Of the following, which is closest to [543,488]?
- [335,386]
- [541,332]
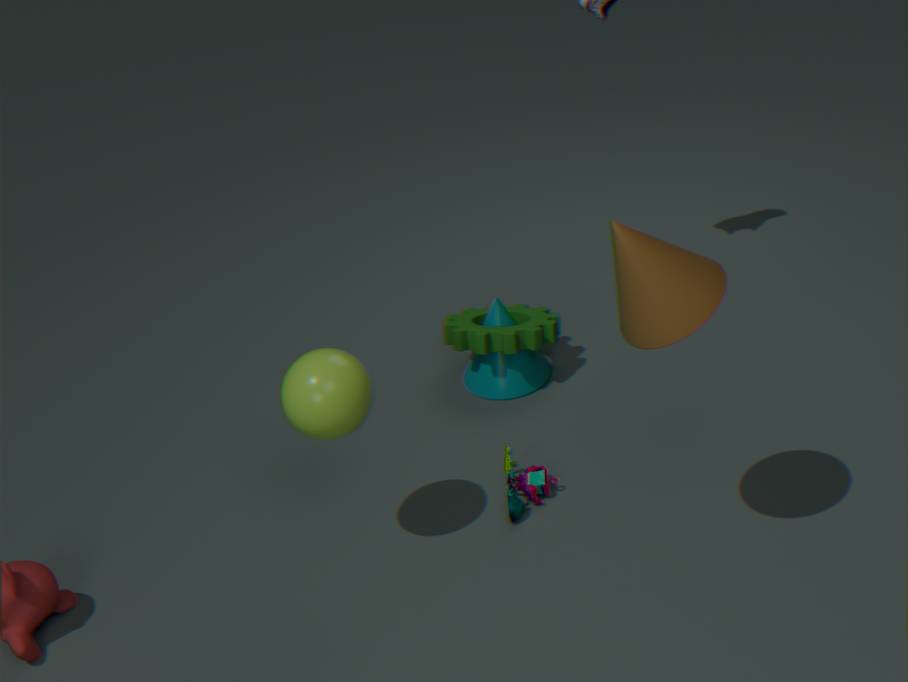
[541,332]
